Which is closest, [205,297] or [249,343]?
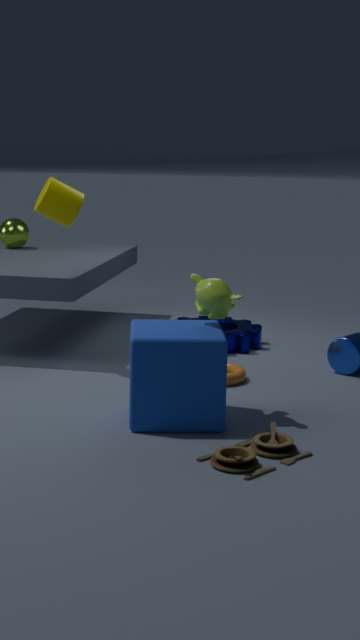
[205,297]
